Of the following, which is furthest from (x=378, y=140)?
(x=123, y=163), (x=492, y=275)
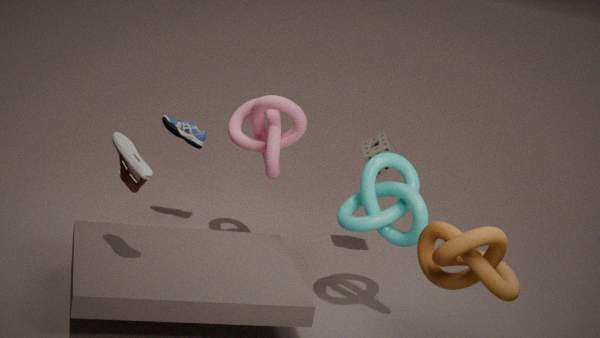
(x=123, y=163)
